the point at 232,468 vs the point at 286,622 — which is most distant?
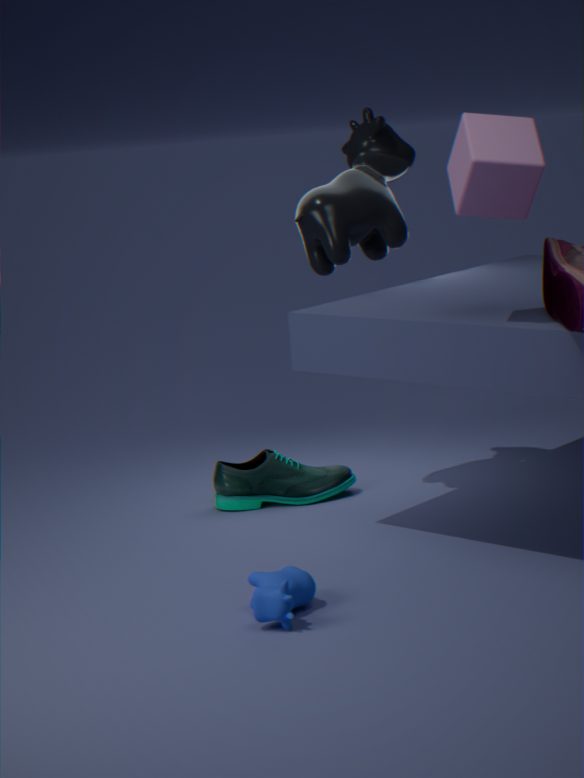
the point at 232,468
